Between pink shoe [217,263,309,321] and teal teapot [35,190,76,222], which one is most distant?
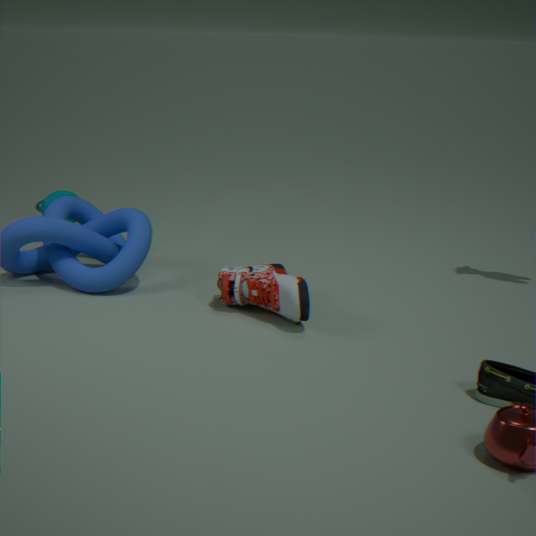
teal teapot [35,190,76,222]
